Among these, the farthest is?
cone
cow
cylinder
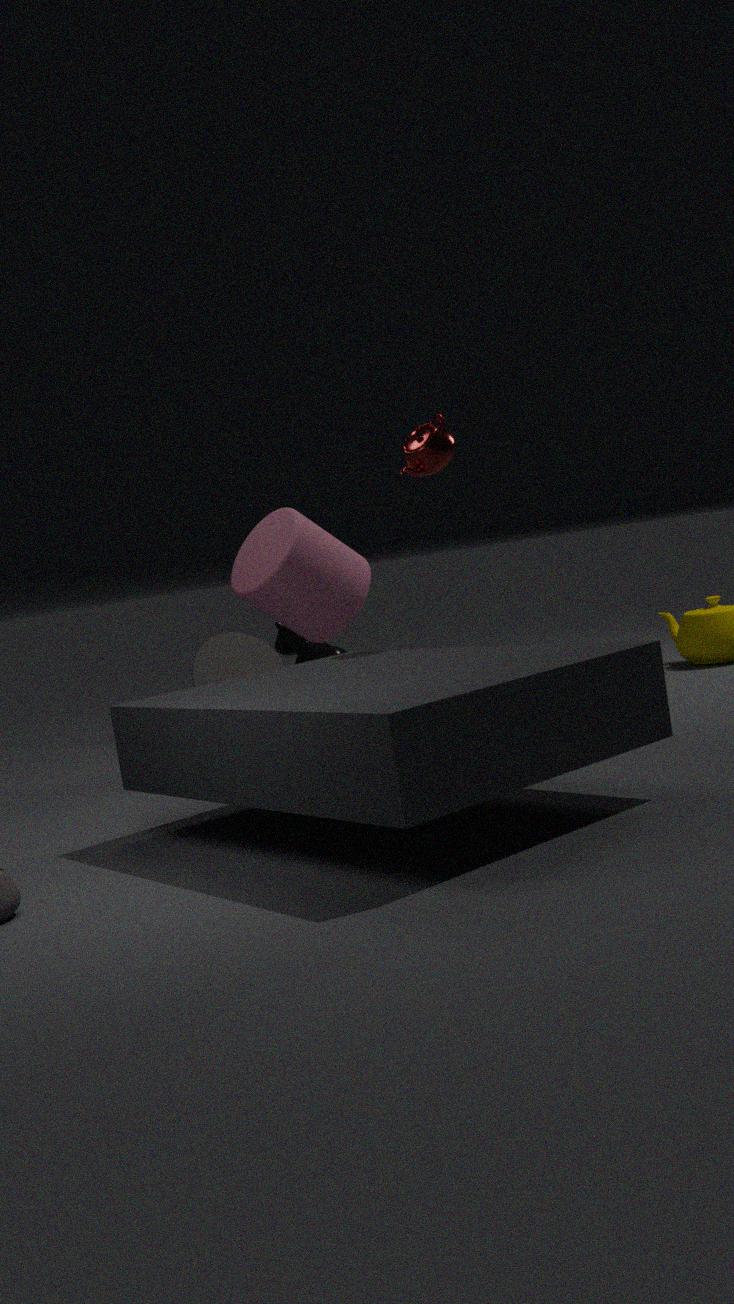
cow
